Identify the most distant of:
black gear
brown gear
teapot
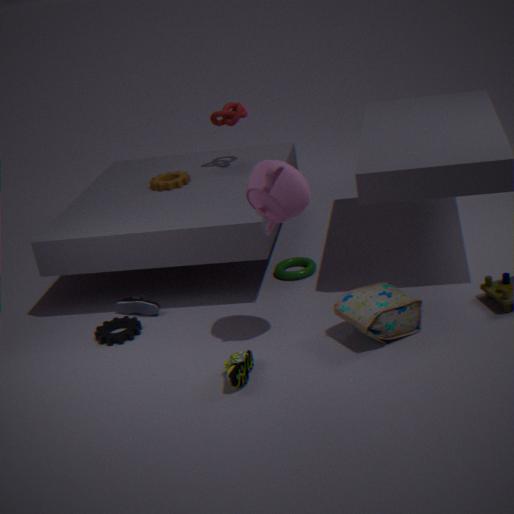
brown gear
